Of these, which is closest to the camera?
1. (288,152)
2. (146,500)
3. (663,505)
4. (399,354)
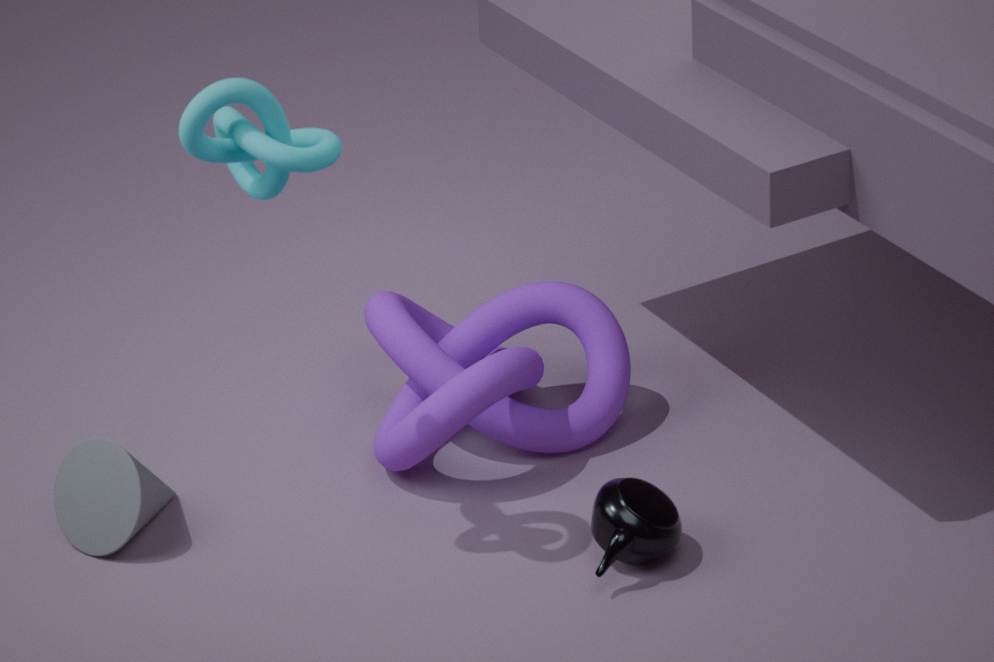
(288,152)
